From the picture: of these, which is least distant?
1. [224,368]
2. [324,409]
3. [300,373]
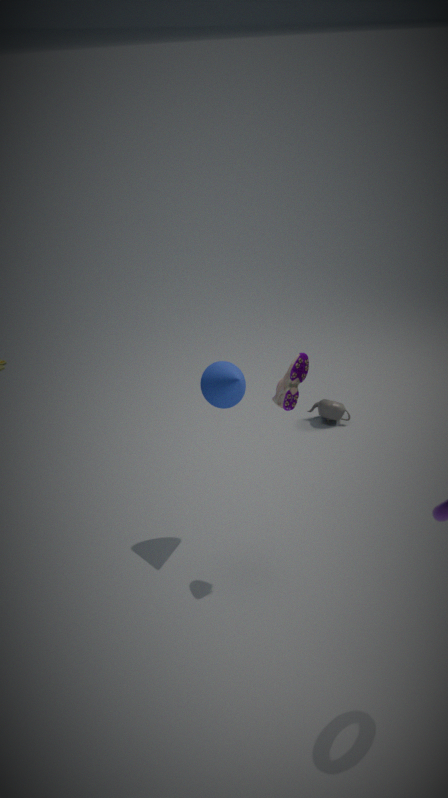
[300,373]
